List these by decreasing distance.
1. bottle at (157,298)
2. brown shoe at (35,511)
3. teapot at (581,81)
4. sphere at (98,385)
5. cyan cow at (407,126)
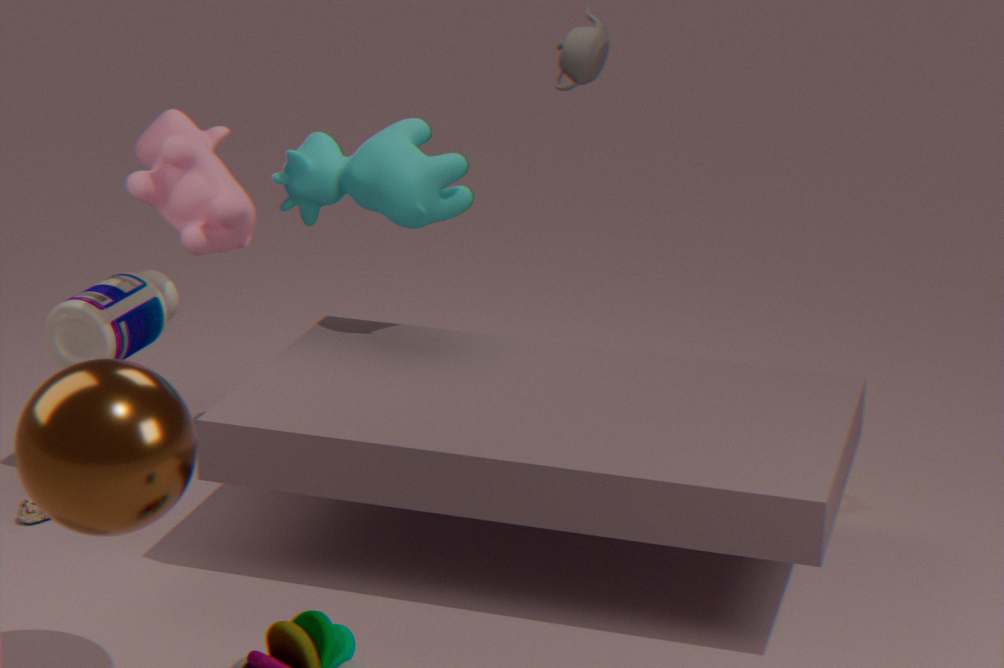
teapot at (581,81)
bottle at (157,298)
cyan cow at (407,126)
brown shoe at (35,511)
sphere at (98,385)
